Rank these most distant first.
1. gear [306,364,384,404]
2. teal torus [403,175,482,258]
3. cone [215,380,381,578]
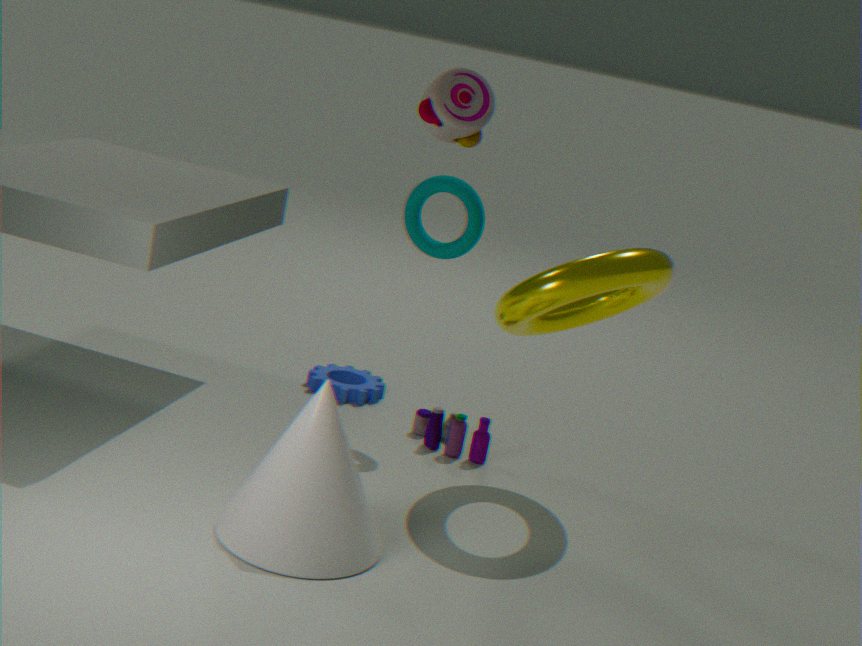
gear [306,364,384,404] → teal torus [403,175,482,258] → cone [215,380,381,578]
